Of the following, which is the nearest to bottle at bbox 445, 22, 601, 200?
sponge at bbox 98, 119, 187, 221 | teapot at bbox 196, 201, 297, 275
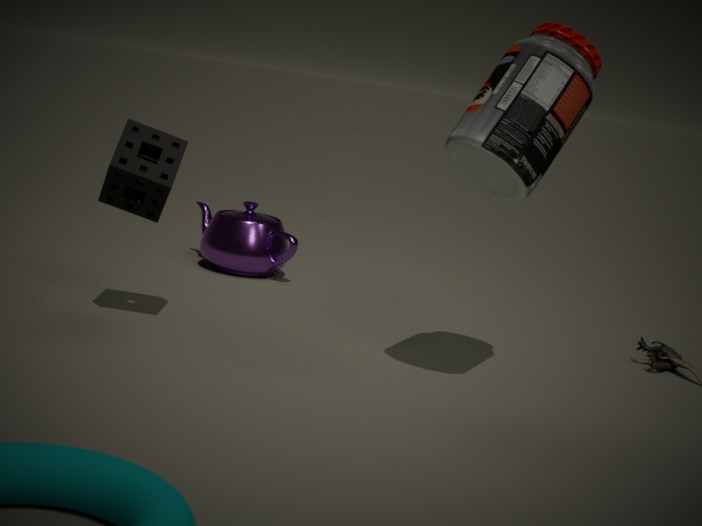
sponge at bbox 98, 119, 187, 221
